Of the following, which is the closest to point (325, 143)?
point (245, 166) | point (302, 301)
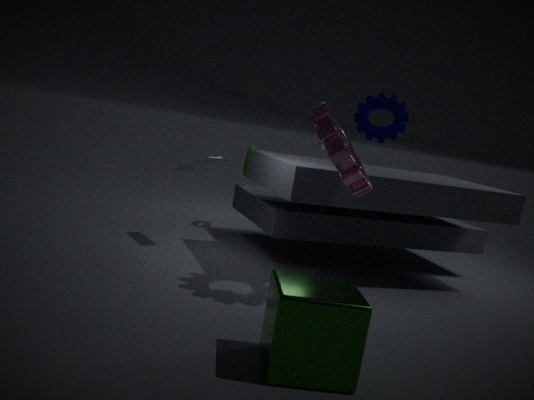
point (302, 301)
